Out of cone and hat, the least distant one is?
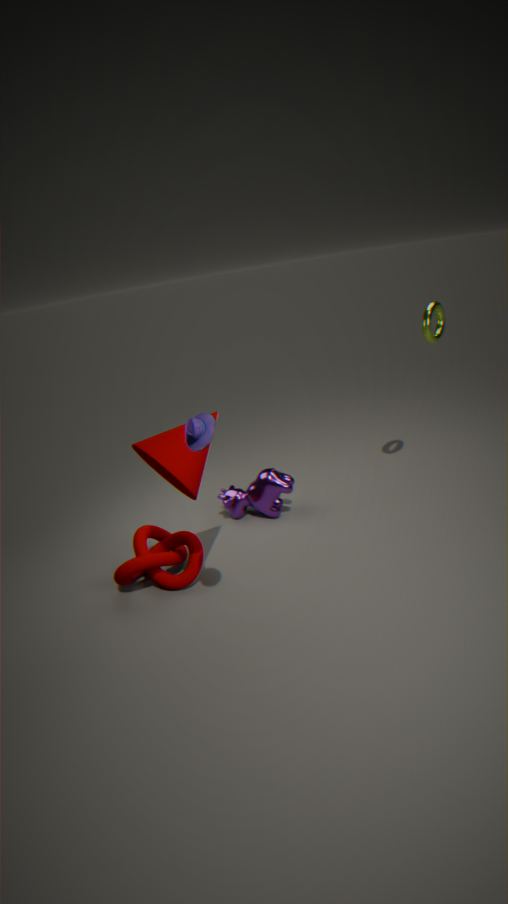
hat
